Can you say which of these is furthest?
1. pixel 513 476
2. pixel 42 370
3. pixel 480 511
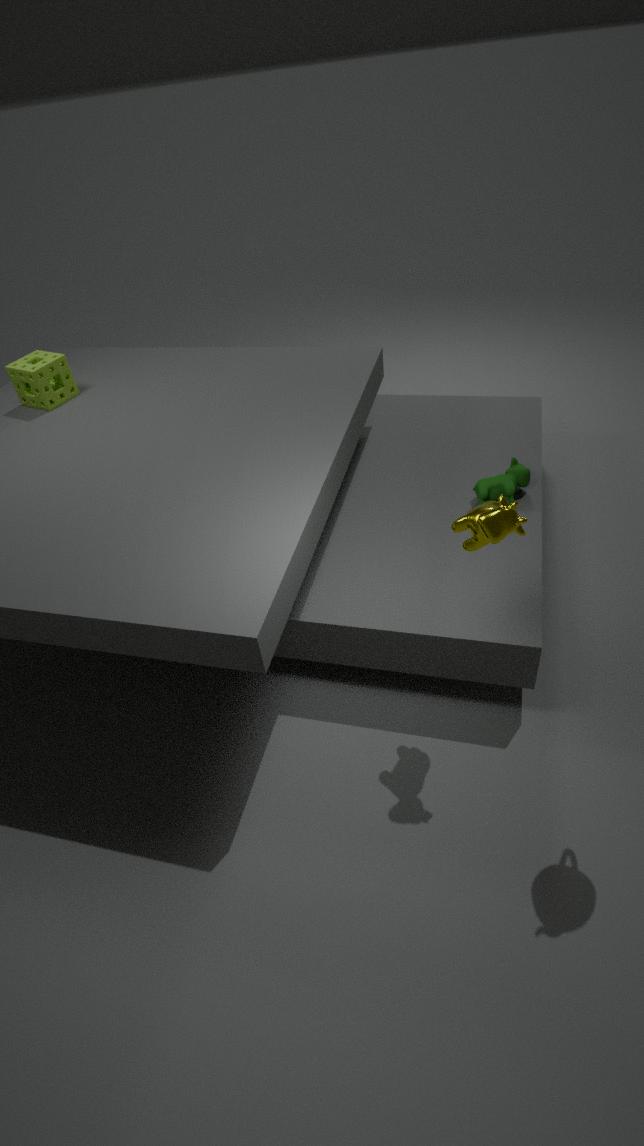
pixel 42 370
